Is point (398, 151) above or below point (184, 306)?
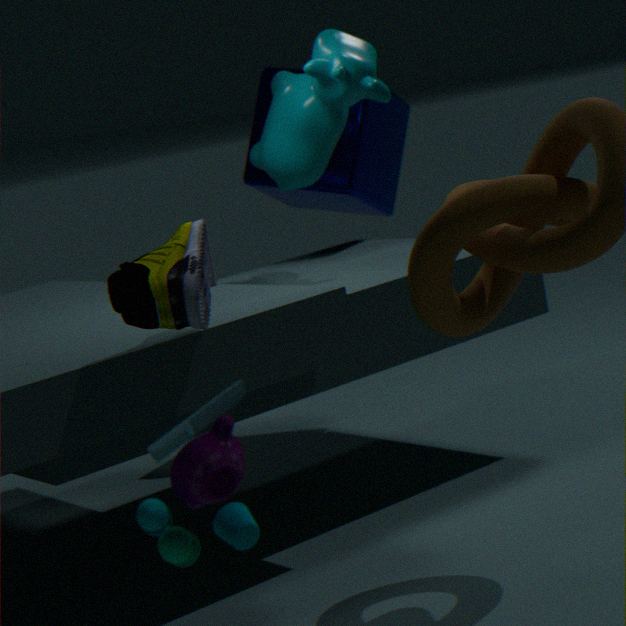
above
